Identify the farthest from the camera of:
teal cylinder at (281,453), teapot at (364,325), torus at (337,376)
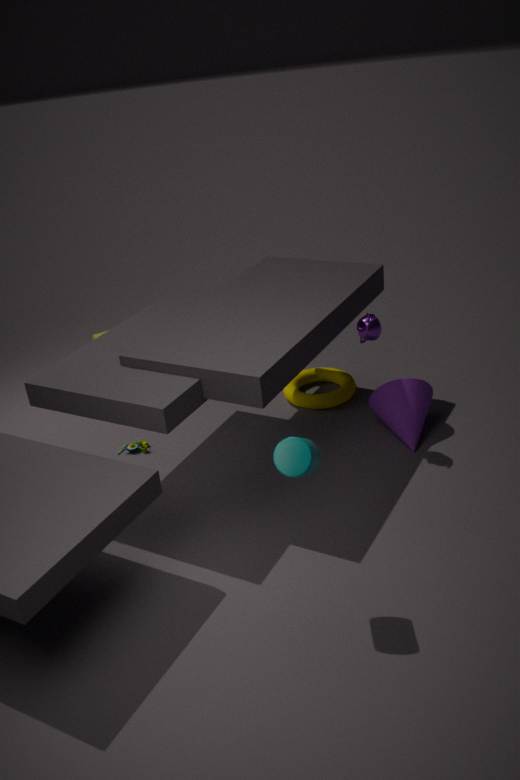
torus at (337,376)
